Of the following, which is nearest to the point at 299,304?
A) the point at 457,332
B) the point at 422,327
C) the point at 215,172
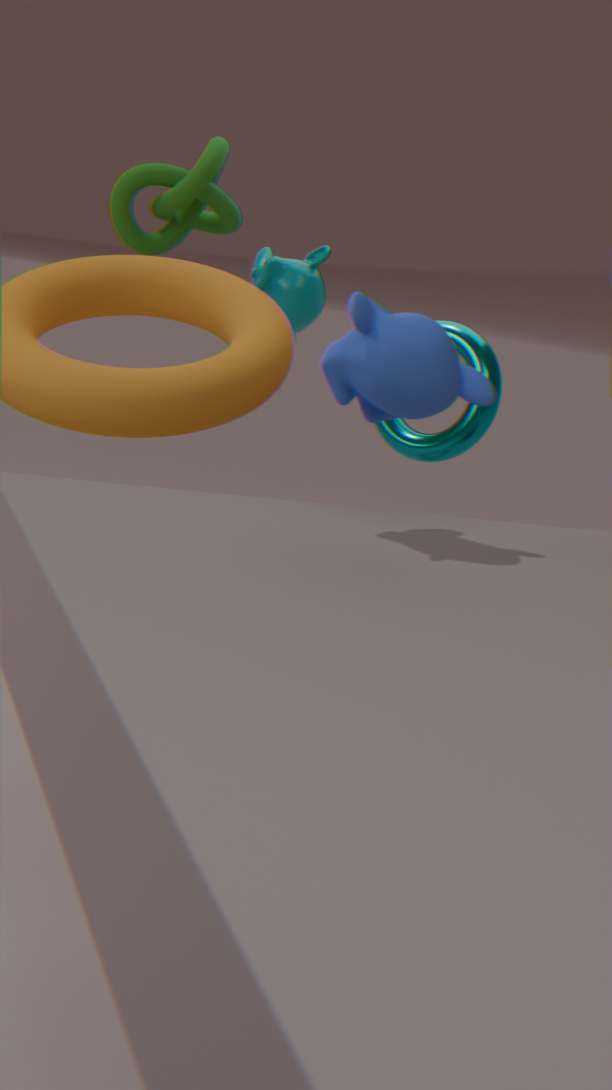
the point at 215,172
